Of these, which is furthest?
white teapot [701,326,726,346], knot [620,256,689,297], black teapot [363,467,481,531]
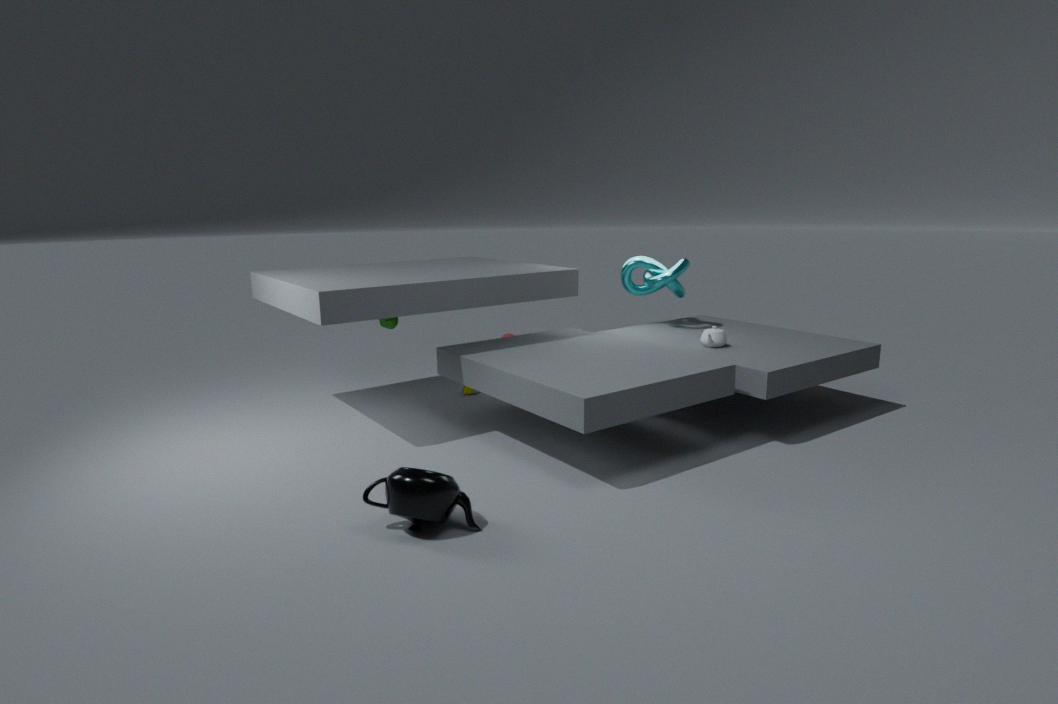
knot [620,256,689,297]
